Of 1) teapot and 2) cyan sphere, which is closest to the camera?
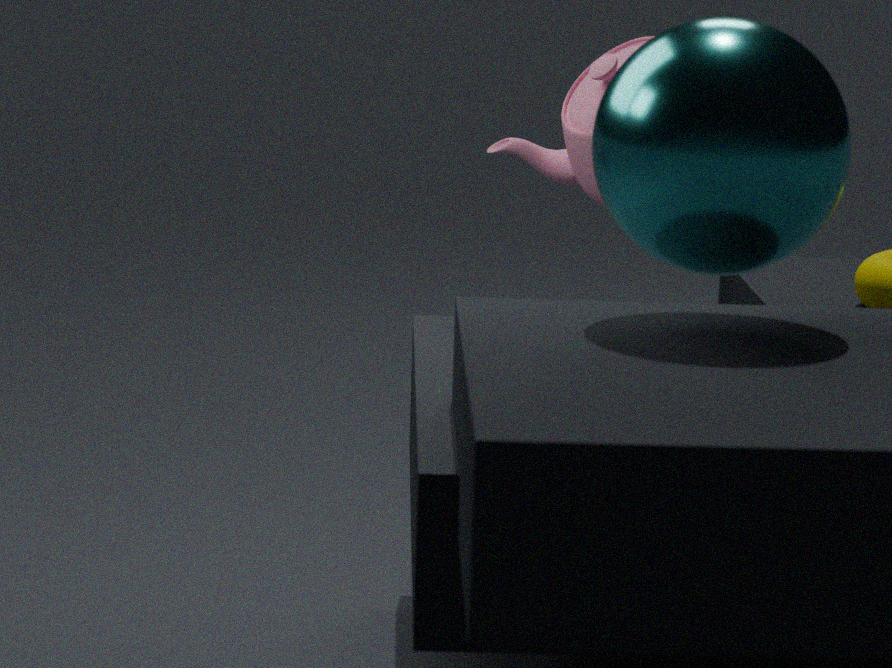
2. cyan sphere
